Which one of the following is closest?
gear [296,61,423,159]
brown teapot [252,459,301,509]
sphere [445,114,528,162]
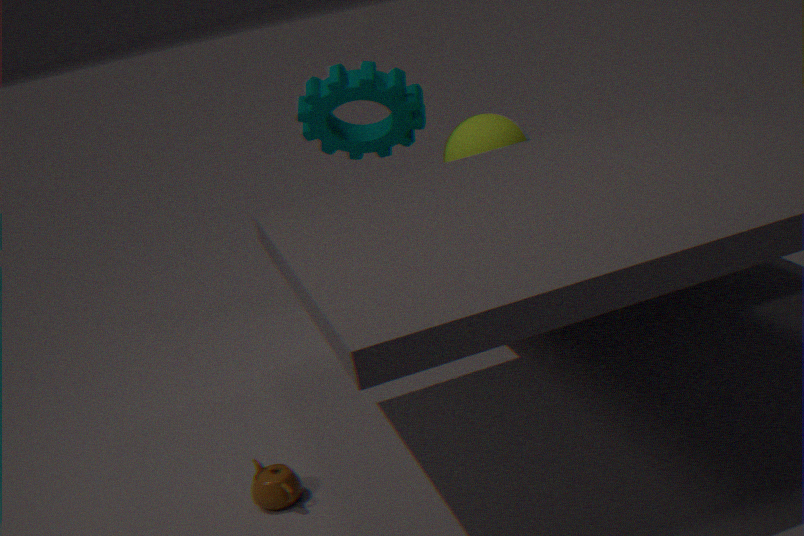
brown teapot [252,459,301,509]
